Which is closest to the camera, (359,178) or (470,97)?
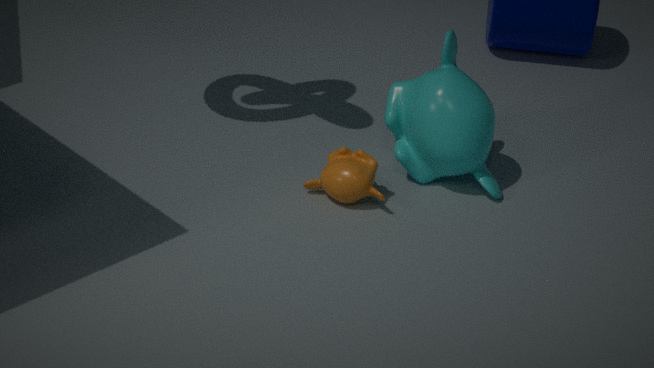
(359,178)
